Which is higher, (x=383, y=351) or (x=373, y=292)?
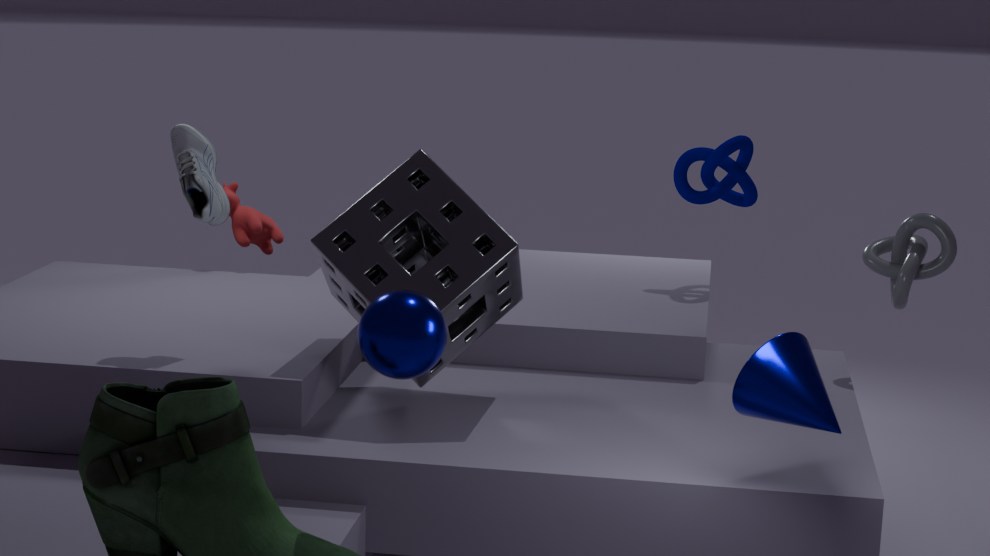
(x=383, y=351)
